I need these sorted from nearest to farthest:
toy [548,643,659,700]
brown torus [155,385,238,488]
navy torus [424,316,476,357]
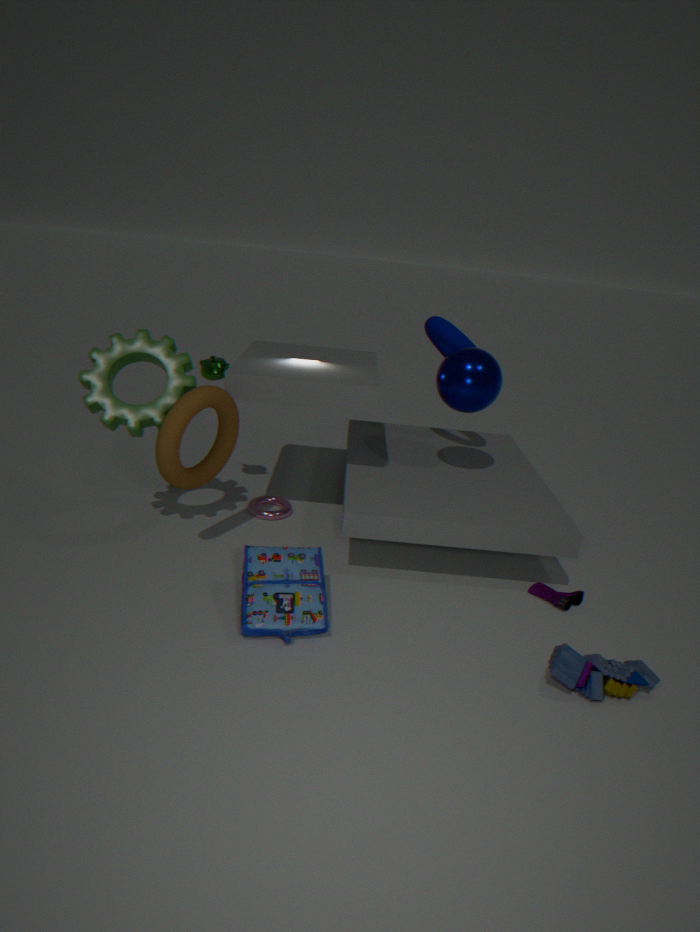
toy [548,643,659,700] < brown torus [155,385,238,488] < navy torus [424,316,476,357]
